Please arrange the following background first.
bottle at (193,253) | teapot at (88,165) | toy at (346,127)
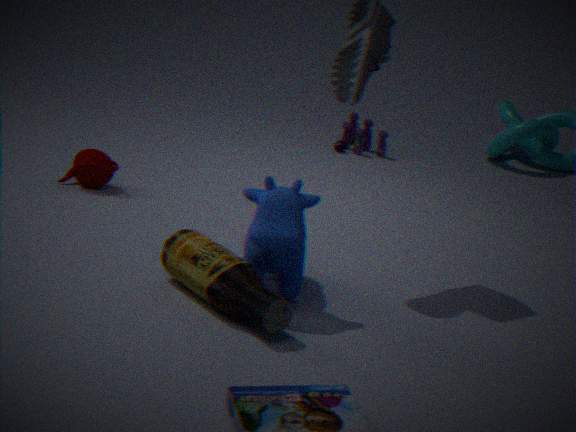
toy at (346,127) → teapot at (88,165) → bottle at (193,253)
